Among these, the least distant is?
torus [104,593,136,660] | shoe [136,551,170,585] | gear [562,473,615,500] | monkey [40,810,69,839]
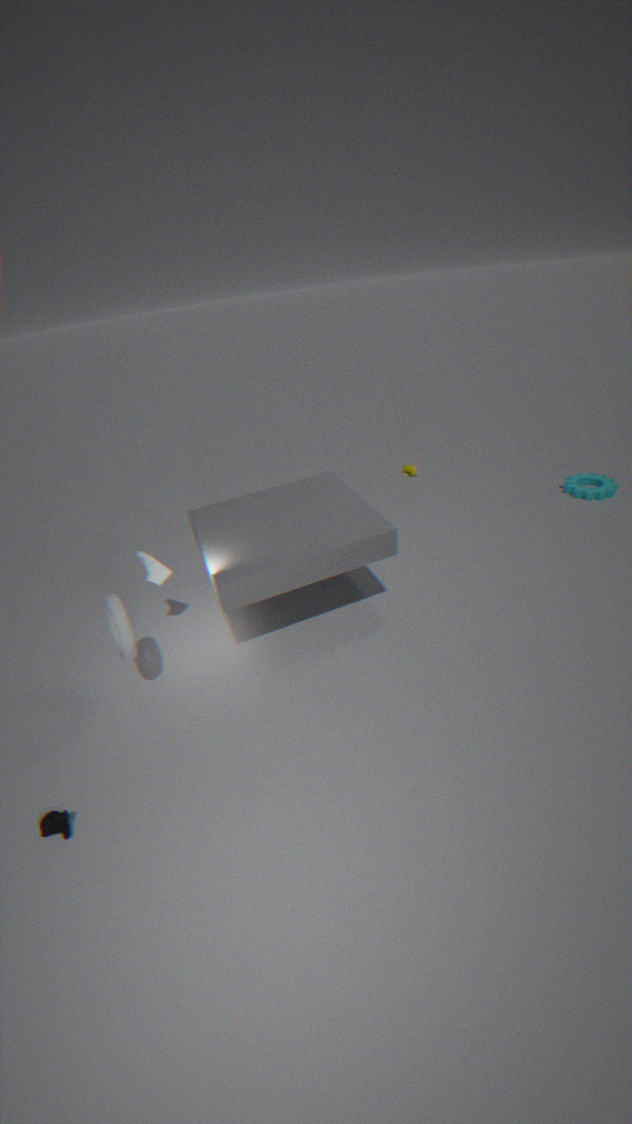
monkey [40,810,69,839]
